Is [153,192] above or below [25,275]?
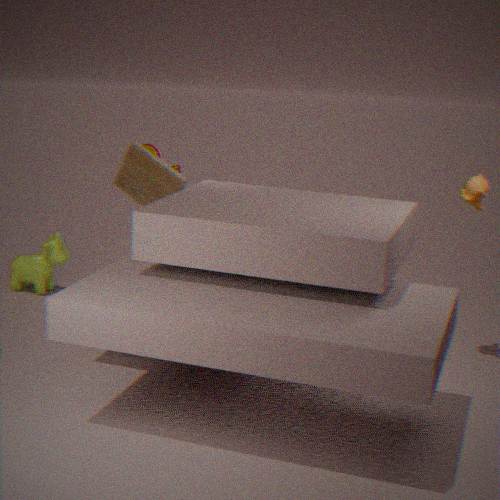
above
